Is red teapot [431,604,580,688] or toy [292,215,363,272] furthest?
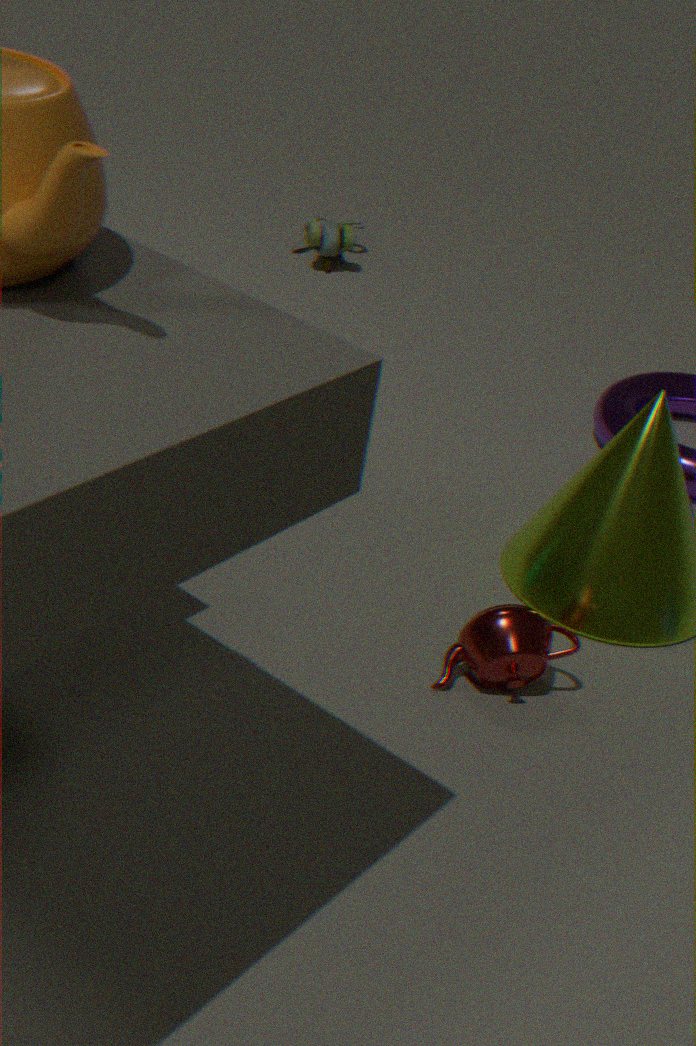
toy [292,215,363,272]
